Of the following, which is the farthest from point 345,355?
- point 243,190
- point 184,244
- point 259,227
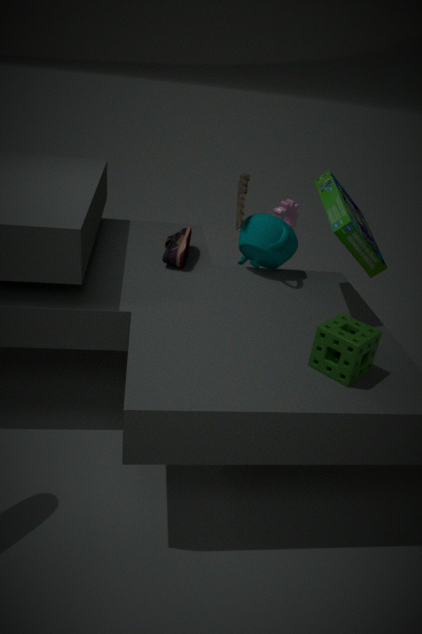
point 184,244
